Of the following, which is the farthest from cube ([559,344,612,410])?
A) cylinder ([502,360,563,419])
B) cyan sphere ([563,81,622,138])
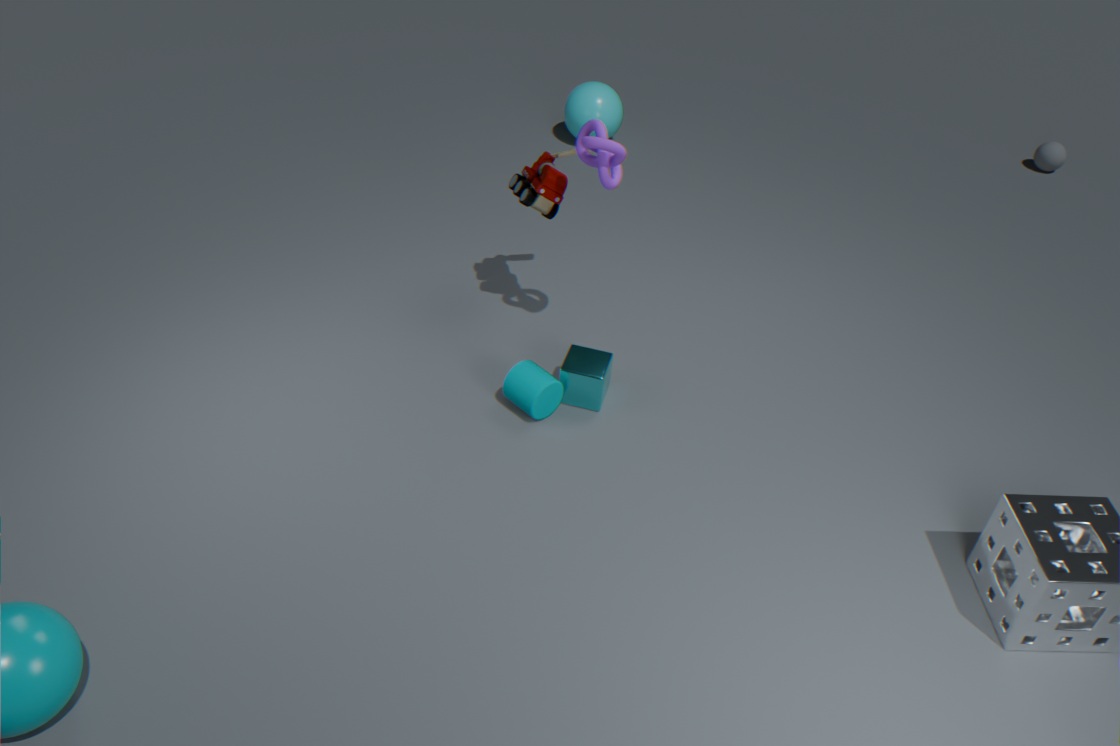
cyan sphere ([563,81,622,138])
